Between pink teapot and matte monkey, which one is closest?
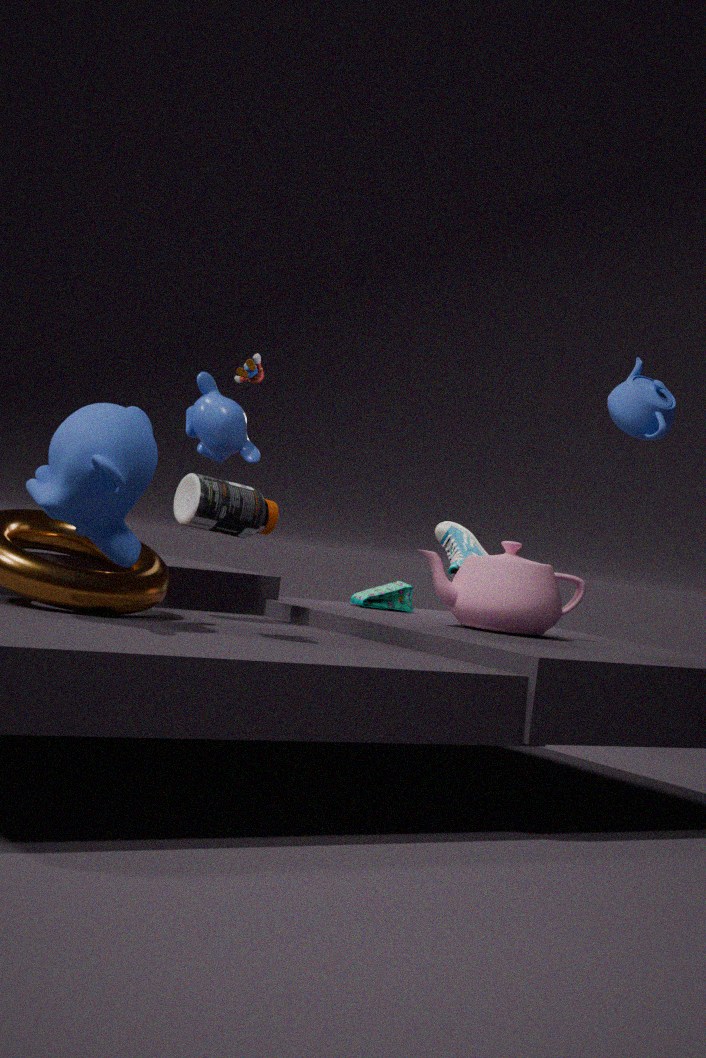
matte monkey
